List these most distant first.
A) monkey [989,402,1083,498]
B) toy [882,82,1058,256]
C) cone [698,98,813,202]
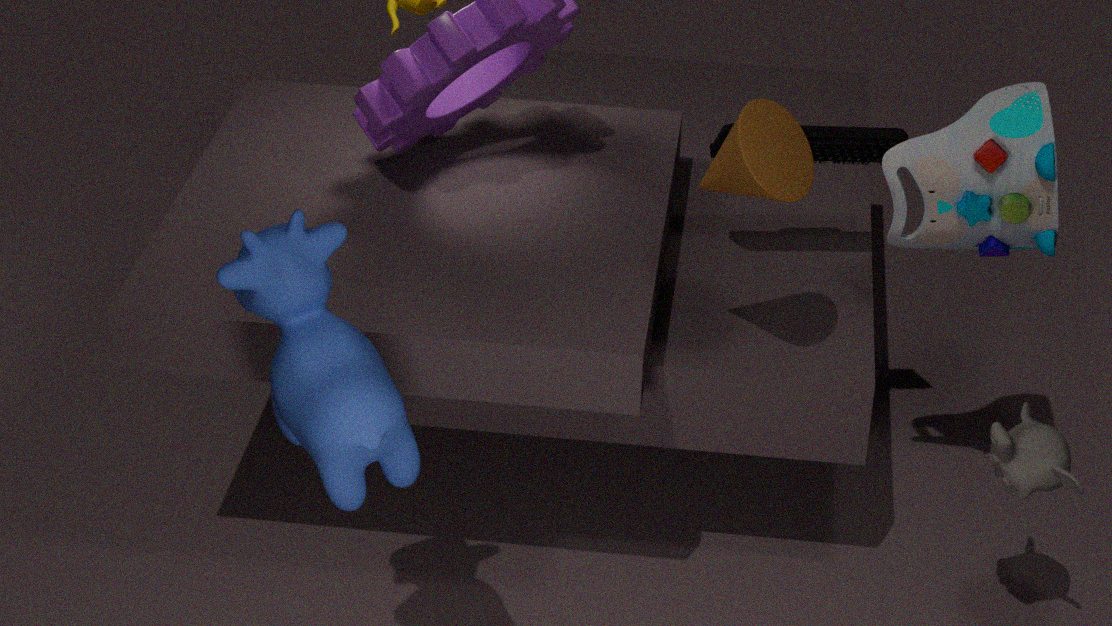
toy [882,82,1058,256]
monkey [989,402,1083,498]
cone [698,98,813,202]
